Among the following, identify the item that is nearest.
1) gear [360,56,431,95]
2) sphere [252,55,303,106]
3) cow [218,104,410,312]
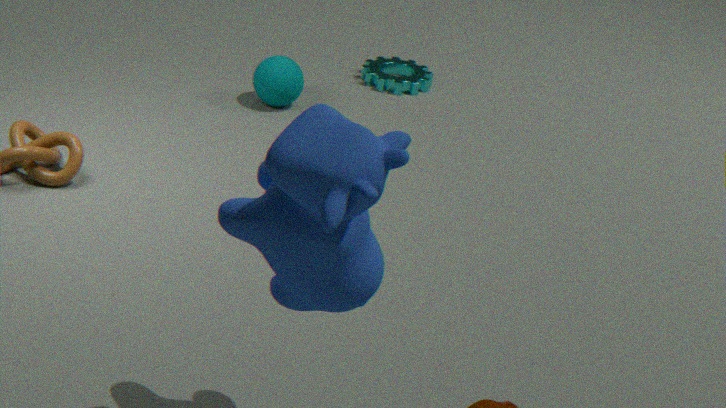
3. cow [218,104,410,312]
